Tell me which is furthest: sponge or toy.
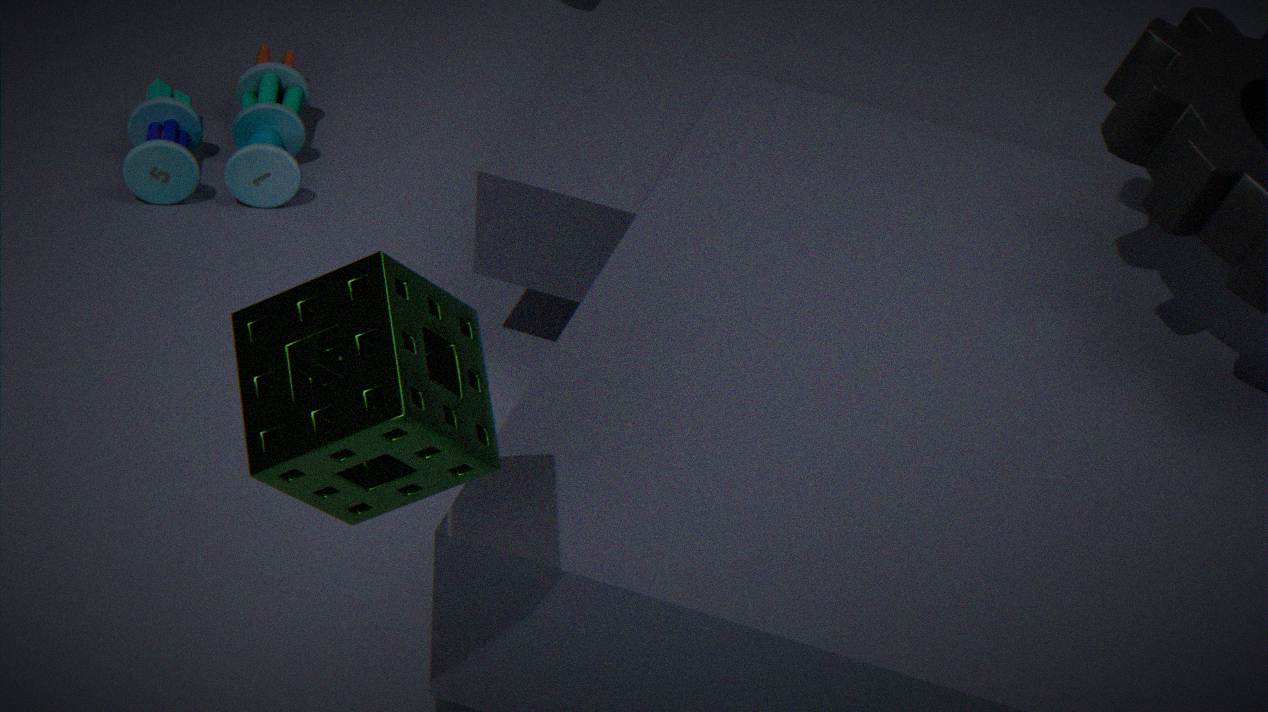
toy
